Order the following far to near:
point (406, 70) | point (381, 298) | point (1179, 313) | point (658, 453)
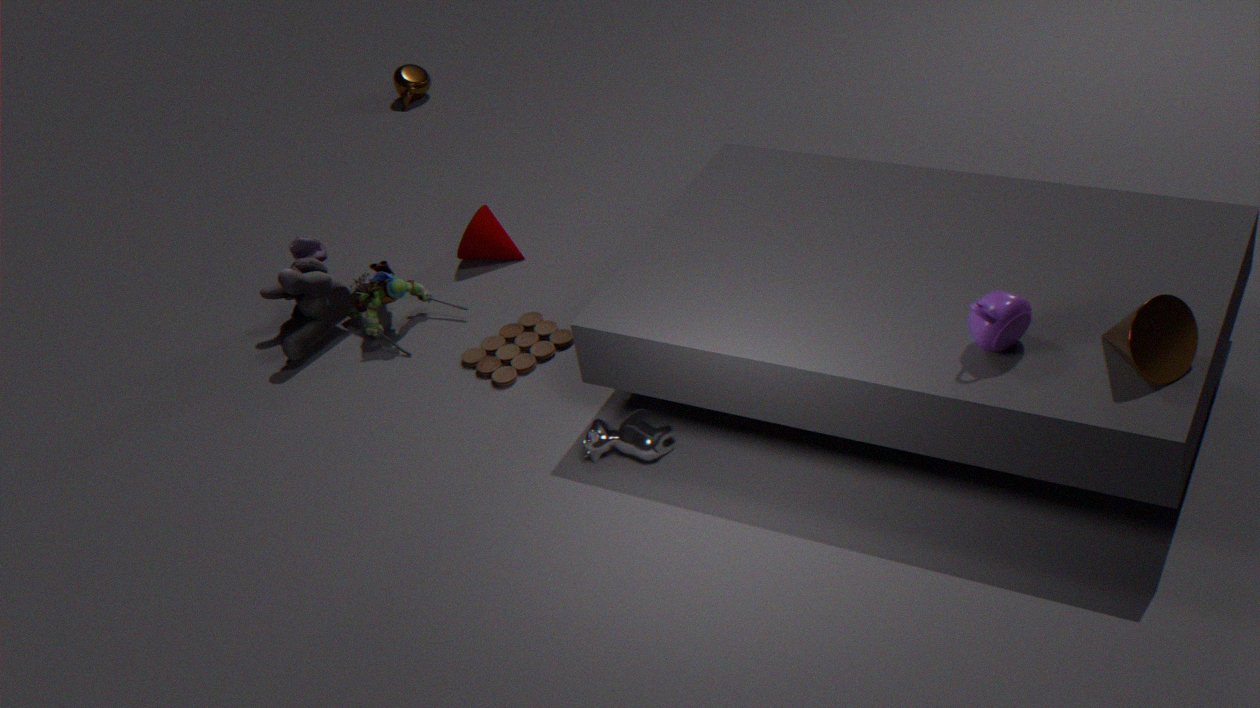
1. point (406, 70)
2. point (381, 298)
3. point (658, 453)
4. point (1179, 313)
